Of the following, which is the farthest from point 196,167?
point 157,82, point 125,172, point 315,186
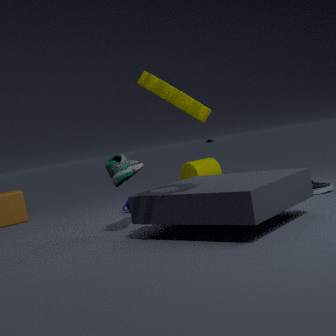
point 157,82
